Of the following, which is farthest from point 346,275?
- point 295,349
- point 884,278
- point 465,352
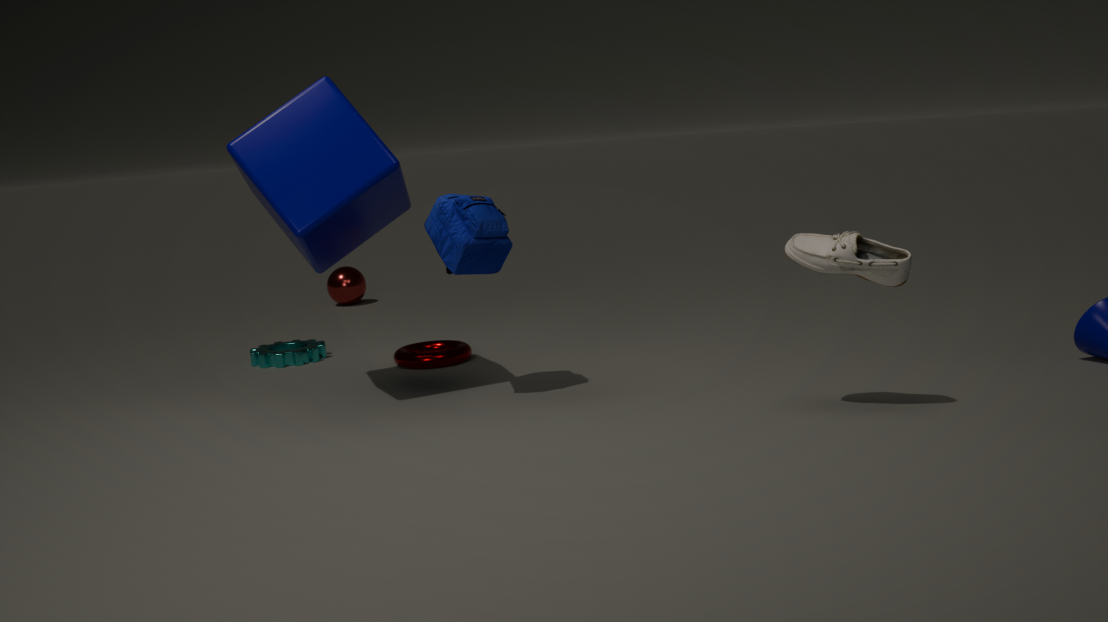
point 884,278
